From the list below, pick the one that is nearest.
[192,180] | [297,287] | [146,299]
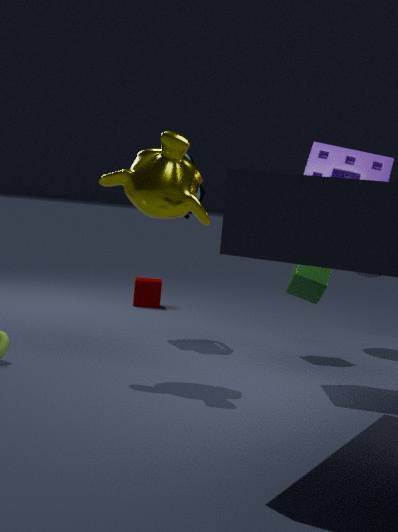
[192,180]
